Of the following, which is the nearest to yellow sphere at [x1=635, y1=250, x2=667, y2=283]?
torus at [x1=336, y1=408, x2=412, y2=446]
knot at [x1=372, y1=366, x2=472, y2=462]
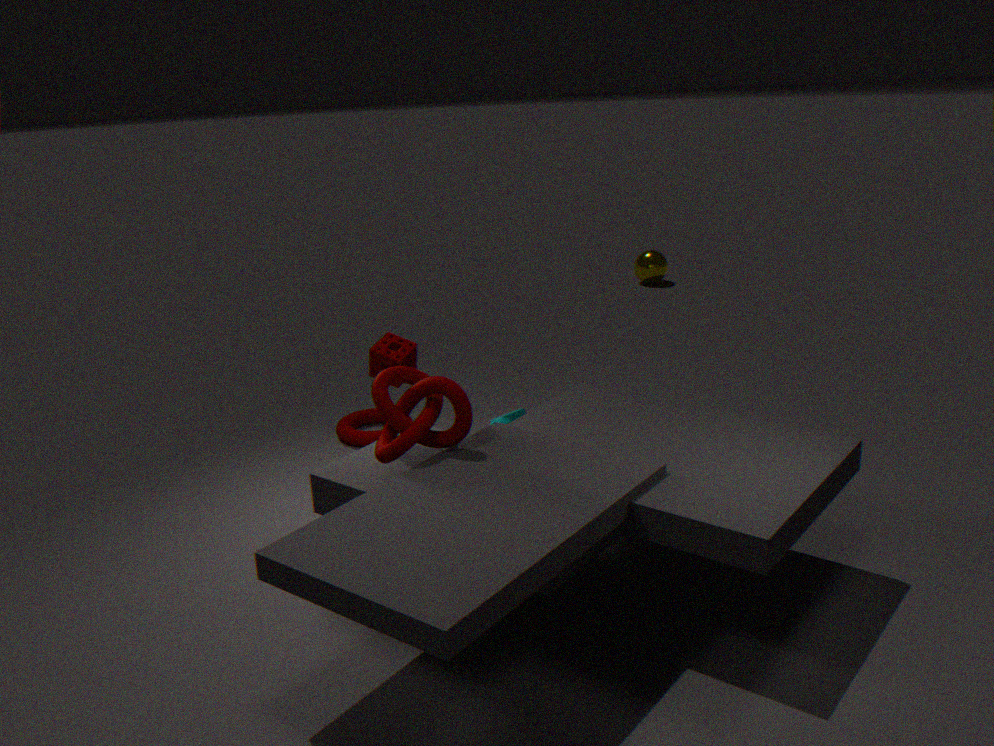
torus at [x1=336, y1=408, x2=412, y2=446]
